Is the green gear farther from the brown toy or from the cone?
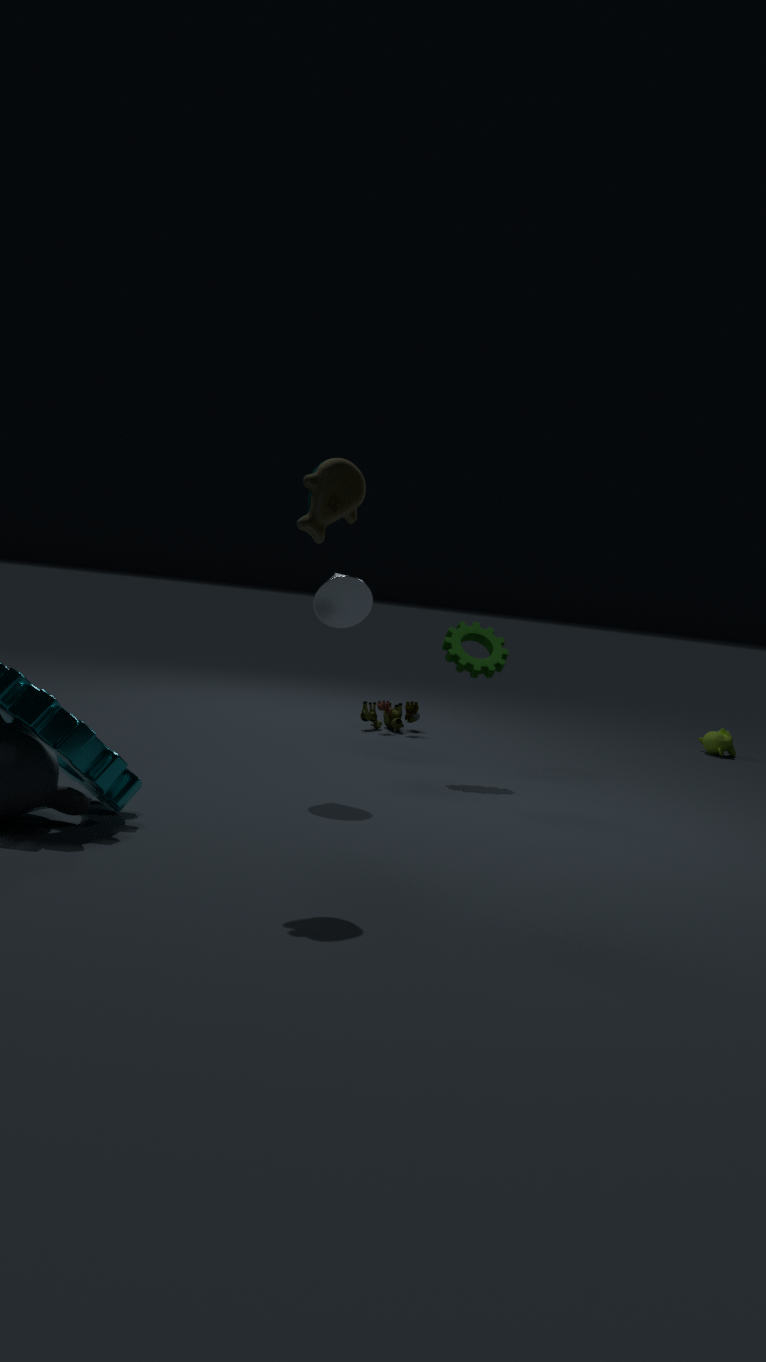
the brown toy
